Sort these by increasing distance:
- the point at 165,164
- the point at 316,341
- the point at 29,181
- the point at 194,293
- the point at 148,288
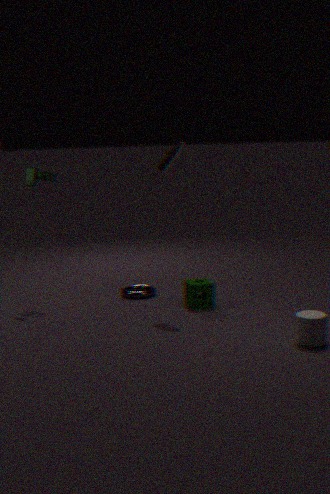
the point at 316,341, the point at 165,164, the point at 194,293, the point at 29,181, the point at 148,288
